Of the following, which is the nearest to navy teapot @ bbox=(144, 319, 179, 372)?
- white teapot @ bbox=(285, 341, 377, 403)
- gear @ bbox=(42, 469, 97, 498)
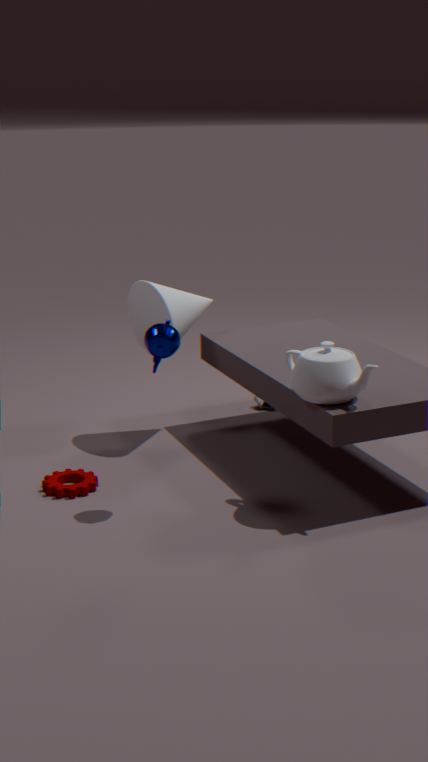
white teapot @ bbox=(285, 341, 377, 403)
